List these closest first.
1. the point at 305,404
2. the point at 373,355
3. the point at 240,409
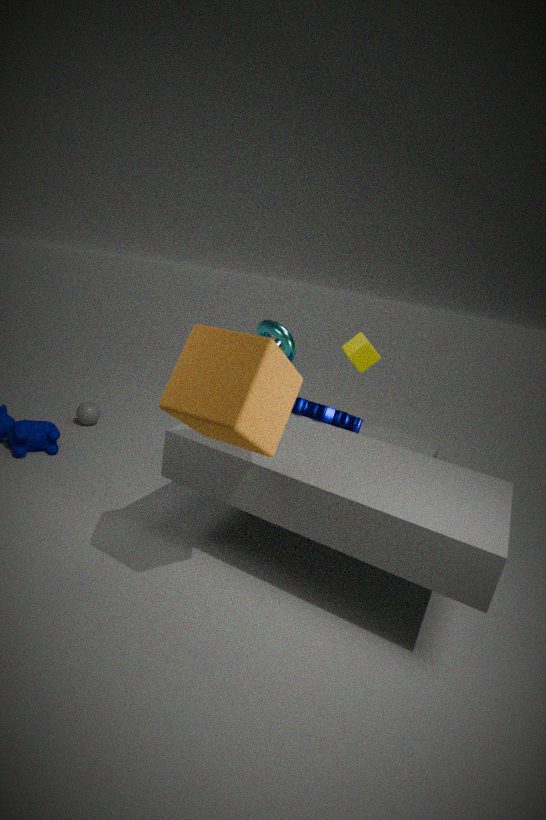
the point at 240,409, the point at 305,404, the point at 373,355
